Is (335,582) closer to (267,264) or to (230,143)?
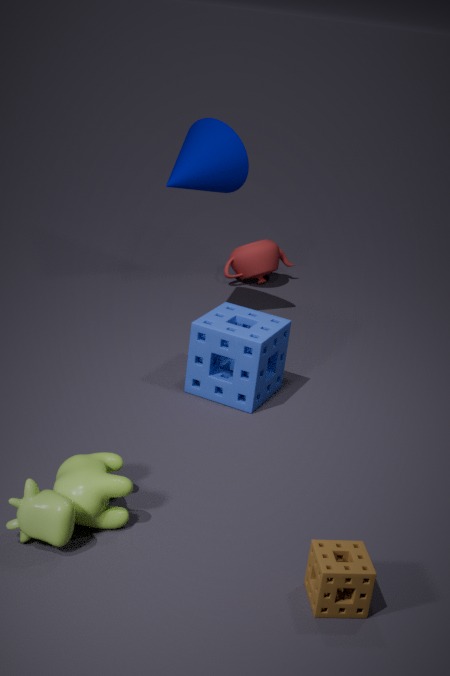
(230,143)
